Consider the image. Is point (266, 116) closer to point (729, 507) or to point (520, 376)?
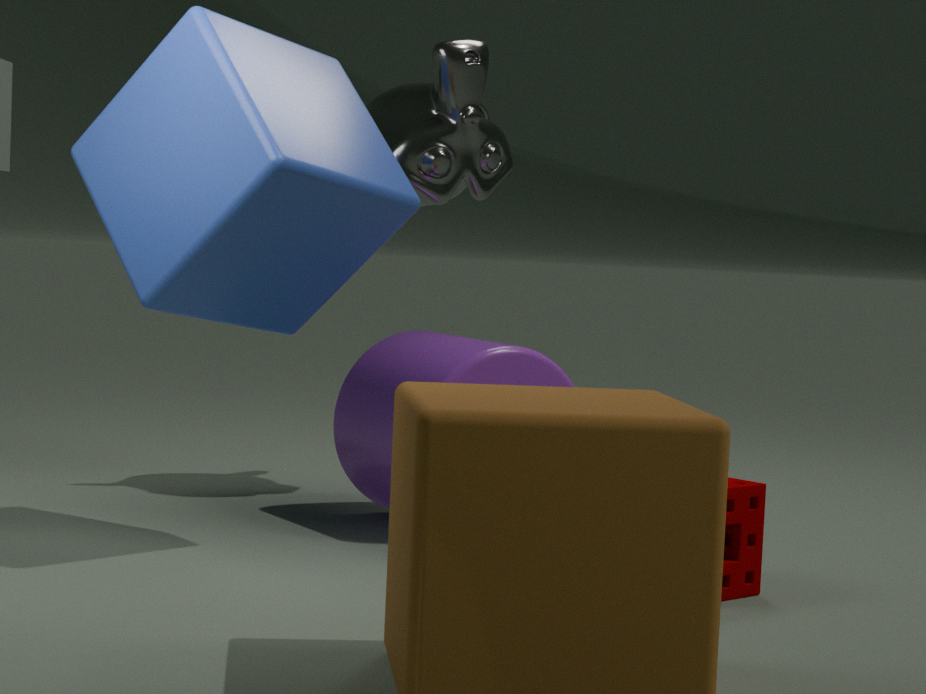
point (520, 376)
